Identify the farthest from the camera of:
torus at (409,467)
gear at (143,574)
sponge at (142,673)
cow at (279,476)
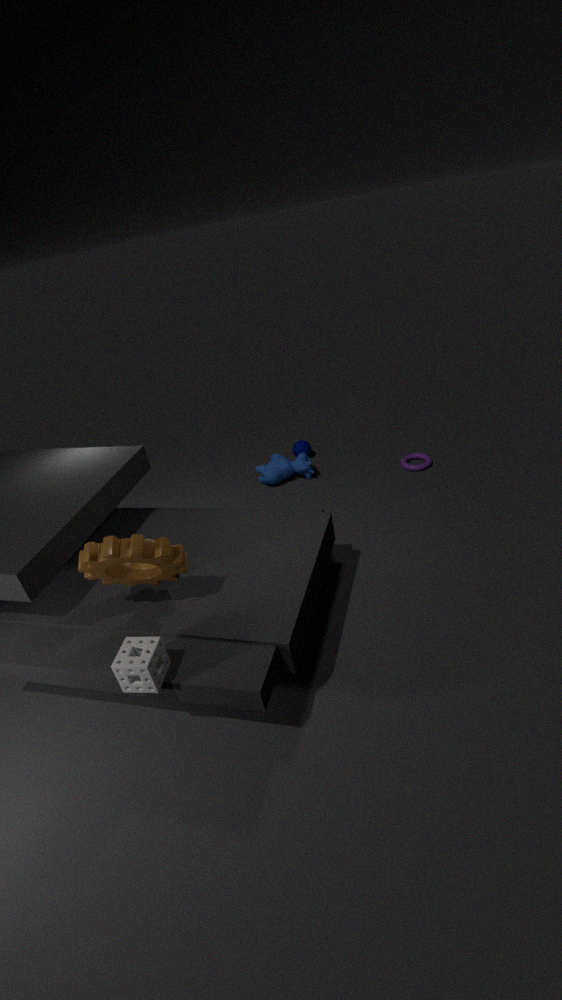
cow at (279,476)
